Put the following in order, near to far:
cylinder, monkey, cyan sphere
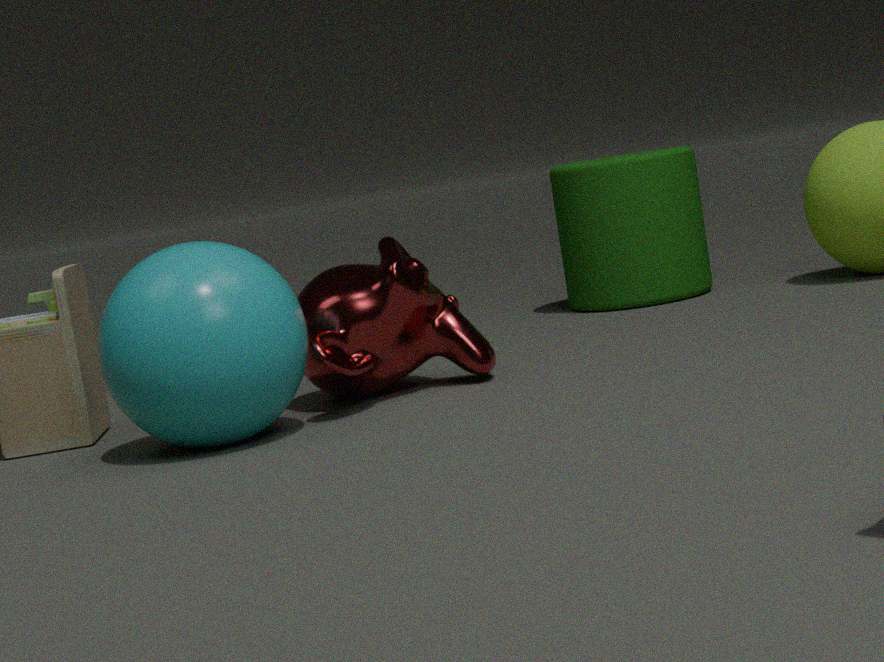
cyan sphere → monkey → cylinder
